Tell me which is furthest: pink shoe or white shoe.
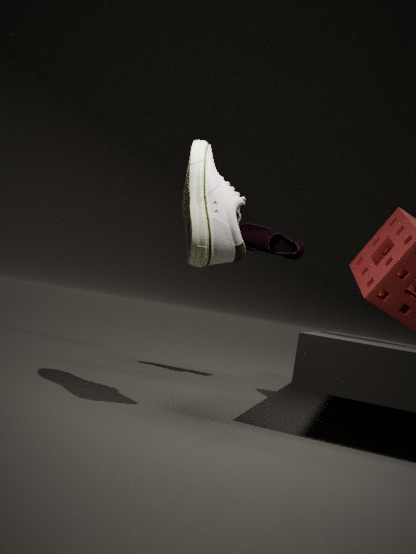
pink shoe
